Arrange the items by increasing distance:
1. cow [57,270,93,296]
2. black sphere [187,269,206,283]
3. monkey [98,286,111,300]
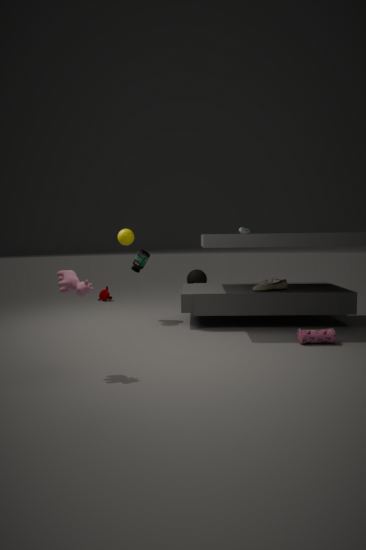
Answer: cow [57,270,93,296] → monkey [98,286,111,300] → black sphere [187,269,206,283]
